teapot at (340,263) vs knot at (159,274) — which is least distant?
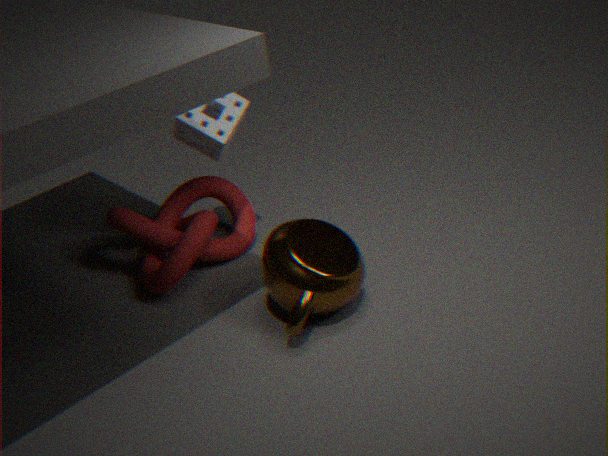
teapot at (340,263)
